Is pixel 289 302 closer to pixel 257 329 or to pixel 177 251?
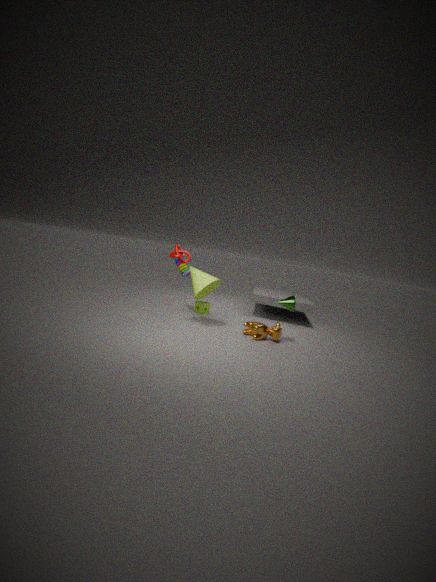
pixel 257 329
